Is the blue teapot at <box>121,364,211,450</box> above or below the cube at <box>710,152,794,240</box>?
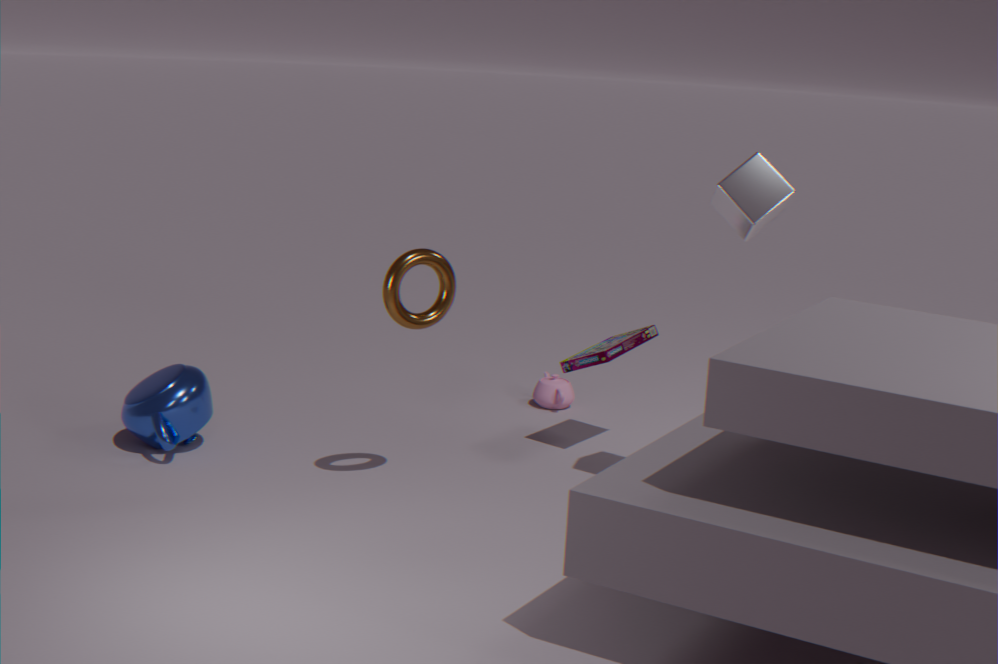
below
